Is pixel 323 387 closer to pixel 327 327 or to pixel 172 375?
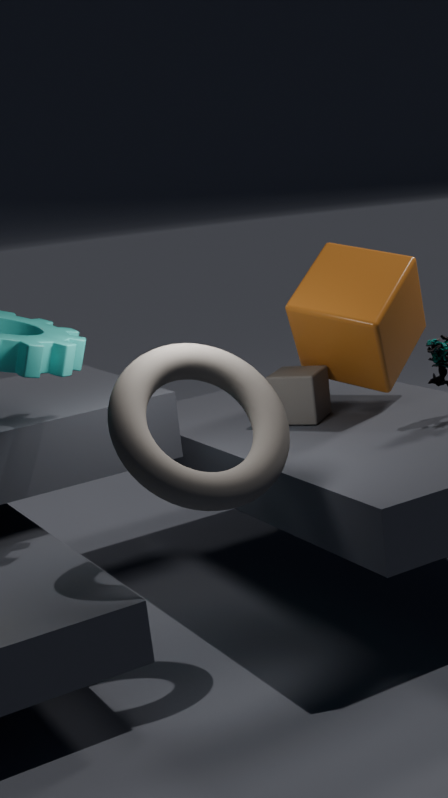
pixel 327 327
